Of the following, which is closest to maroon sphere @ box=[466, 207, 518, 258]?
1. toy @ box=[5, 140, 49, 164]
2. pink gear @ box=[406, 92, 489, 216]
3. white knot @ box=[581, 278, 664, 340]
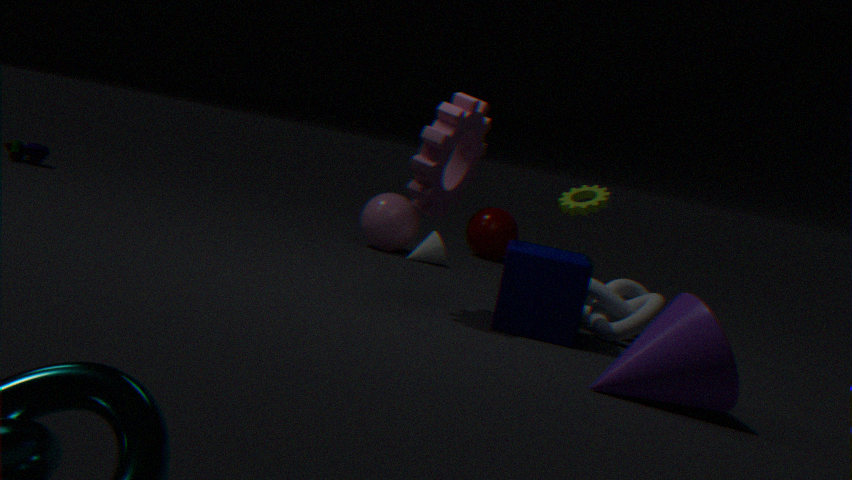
→ white knot @ box=[581, 278, 664, 340]
